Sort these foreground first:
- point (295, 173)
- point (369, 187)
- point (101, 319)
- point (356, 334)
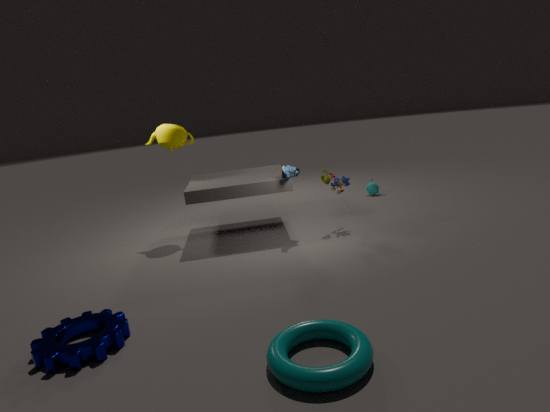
point (356, 334) < point (101, 319) < point (295, 173) < point (369, 187)
